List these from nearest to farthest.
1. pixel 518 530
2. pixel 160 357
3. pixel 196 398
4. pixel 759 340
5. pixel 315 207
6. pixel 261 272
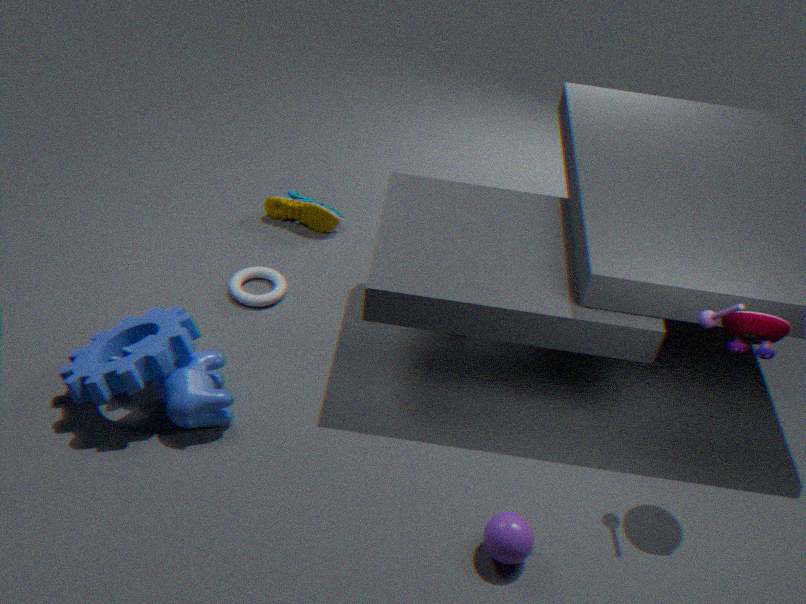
1. pixel 518 530
2. pixel 759 340
3. pixel 160 357
4. pixel 196 398
5. pixel 261 272
6. pixel 315 207
